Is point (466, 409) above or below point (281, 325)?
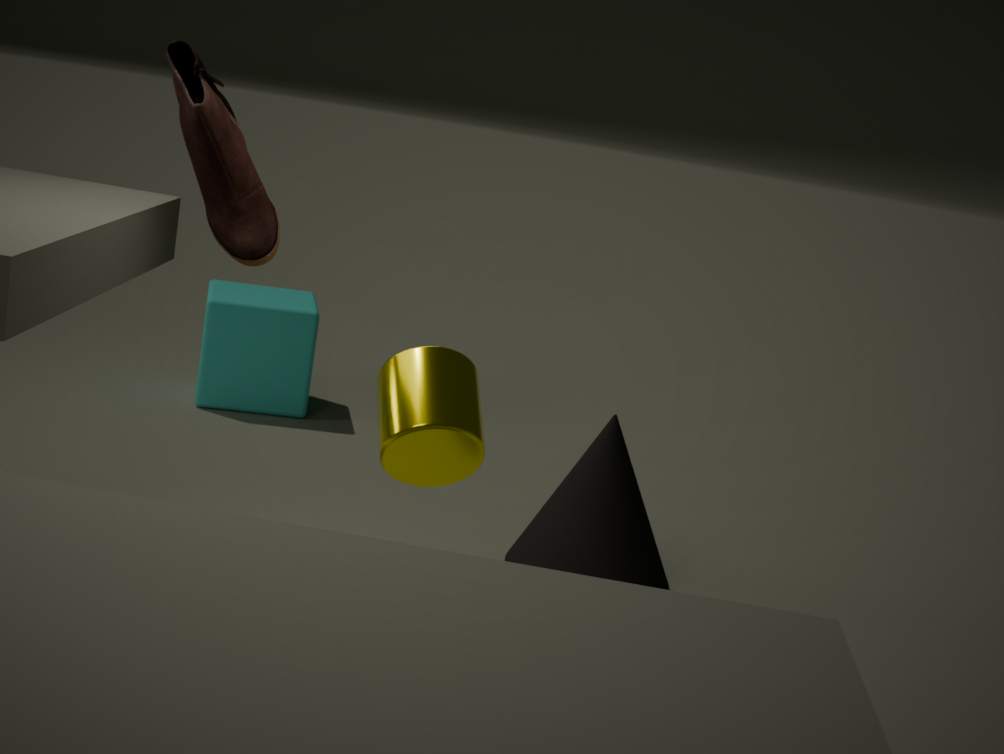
above
